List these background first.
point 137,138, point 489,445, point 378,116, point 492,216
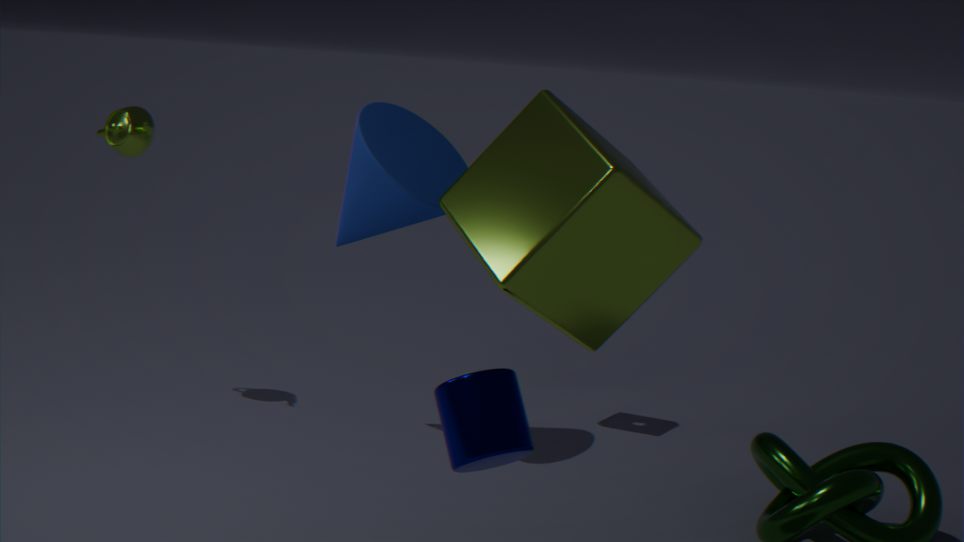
point 137,138
point 378,116
point 492,216
point 489,445
